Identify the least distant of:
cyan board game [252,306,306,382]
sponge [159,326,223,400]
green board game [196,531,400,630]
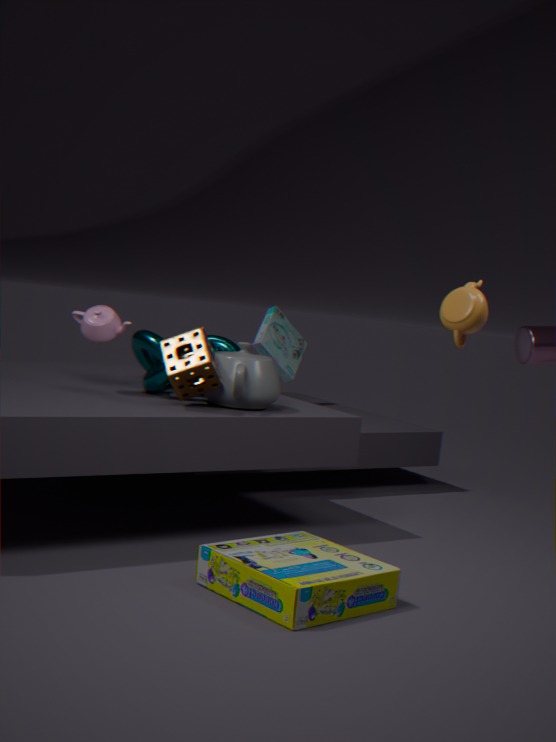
green board game [196,531,400,630]
